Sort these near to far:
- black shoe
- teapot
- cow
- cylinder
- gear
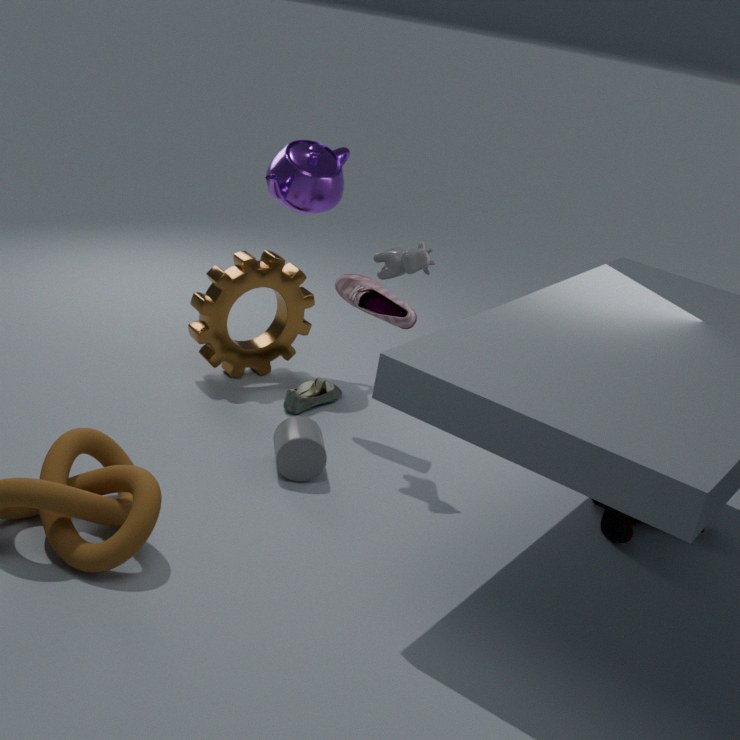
1. cow
2. black shoe
3. cylinder
4. gear
5. teapot
